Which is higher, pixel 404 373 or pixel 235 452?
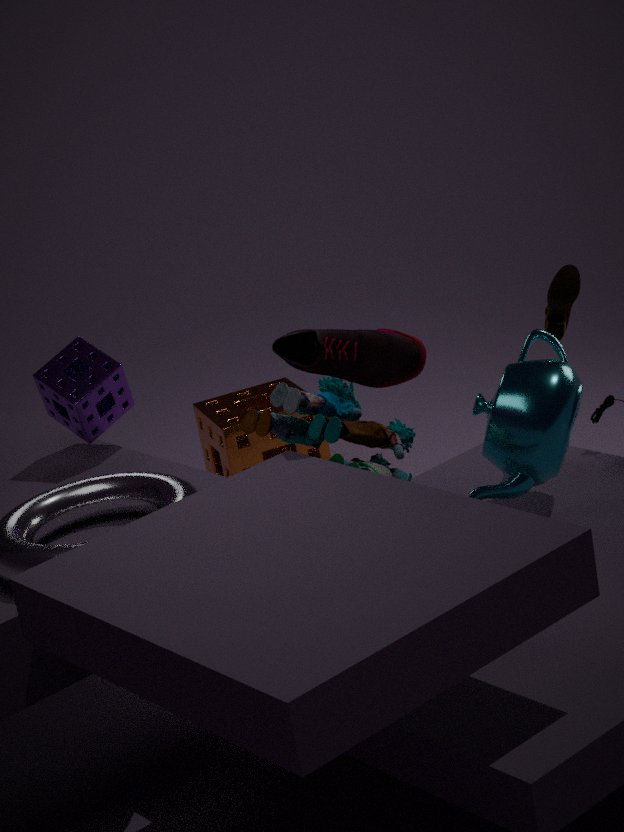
pixel 404 373
